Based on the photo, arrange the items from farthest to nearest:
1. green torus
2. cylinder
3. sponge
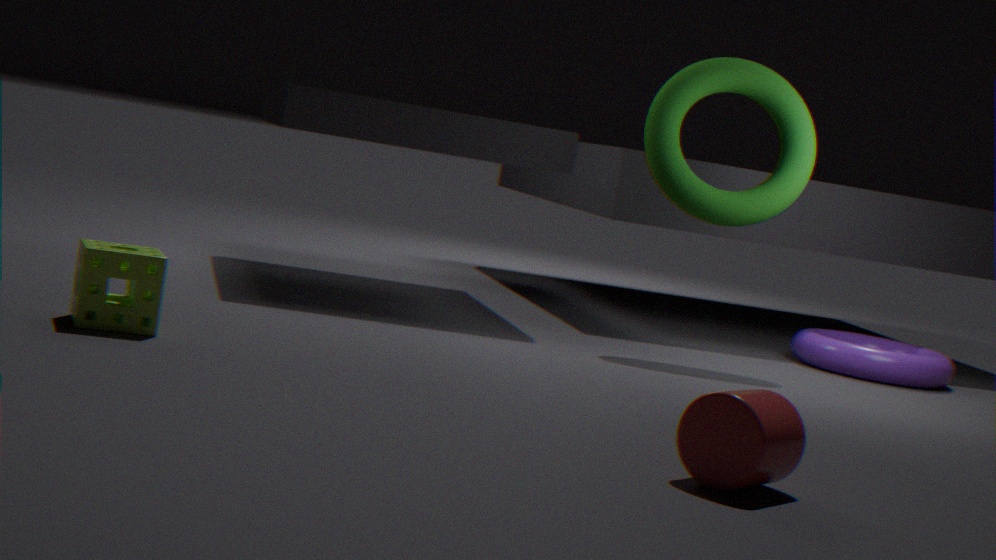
green torus
sponge
cylinder
